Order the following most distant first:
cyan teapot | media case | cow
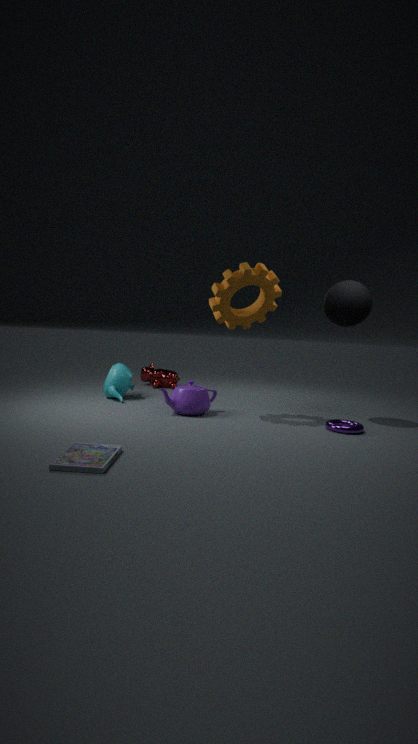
cow
cyan teapot
media case
